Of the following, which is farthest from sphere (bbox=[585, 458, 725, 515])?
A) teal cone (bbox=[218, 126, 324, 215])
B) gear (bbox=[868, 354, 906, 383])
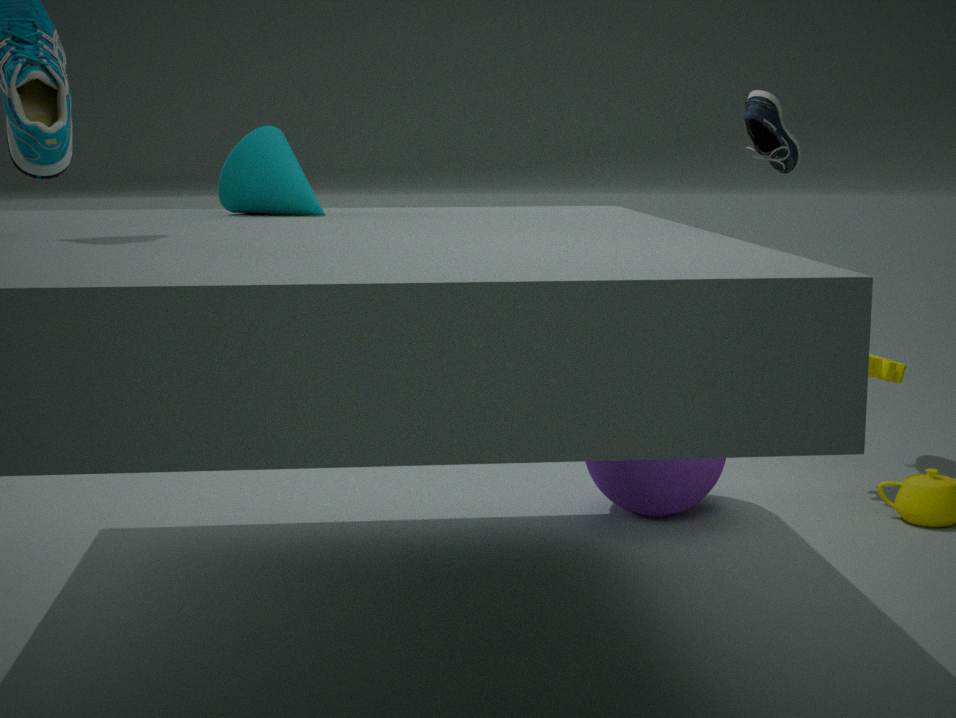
teal cone (bbox=[218, 126, 324, 215])
